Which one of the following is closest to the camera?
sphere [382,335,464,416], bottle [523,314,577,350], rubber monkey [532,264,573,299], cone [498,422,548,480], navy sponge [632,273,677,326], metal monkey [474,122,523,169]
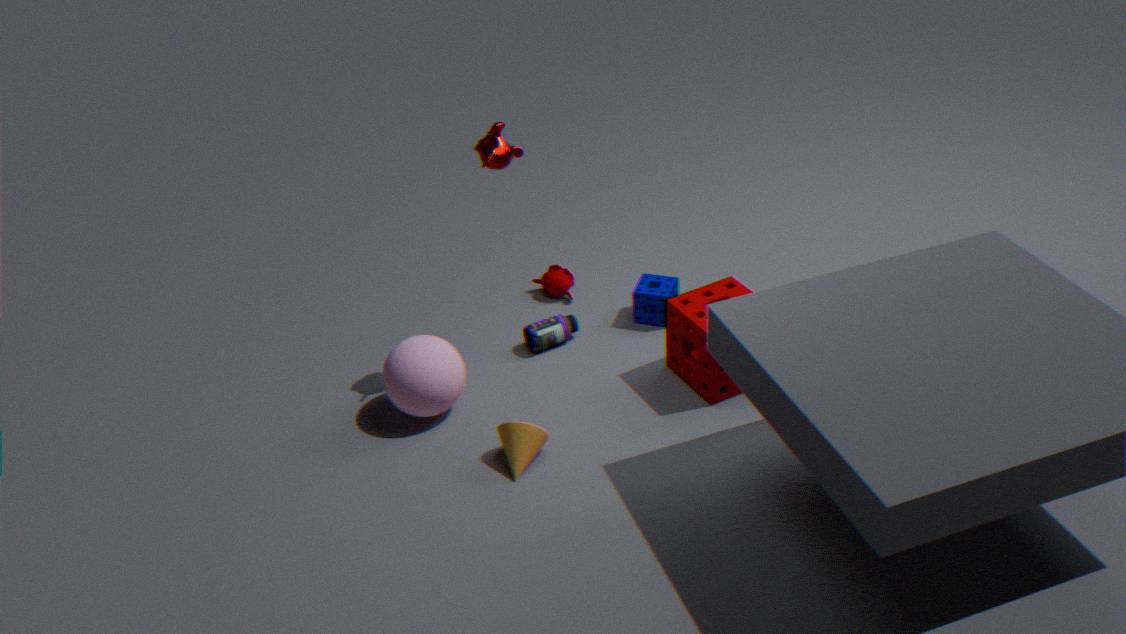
cone [498,422,548,480]
